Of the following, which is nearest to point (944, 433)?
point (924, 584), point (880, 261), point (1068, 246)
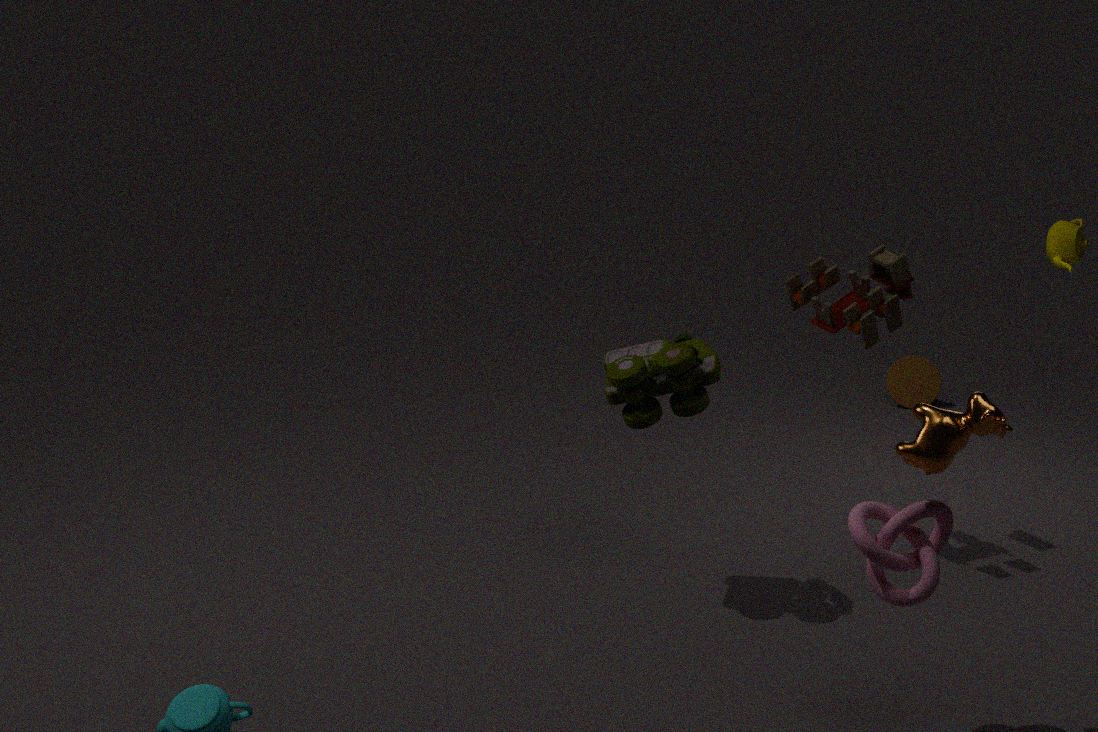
point (924, 584)
